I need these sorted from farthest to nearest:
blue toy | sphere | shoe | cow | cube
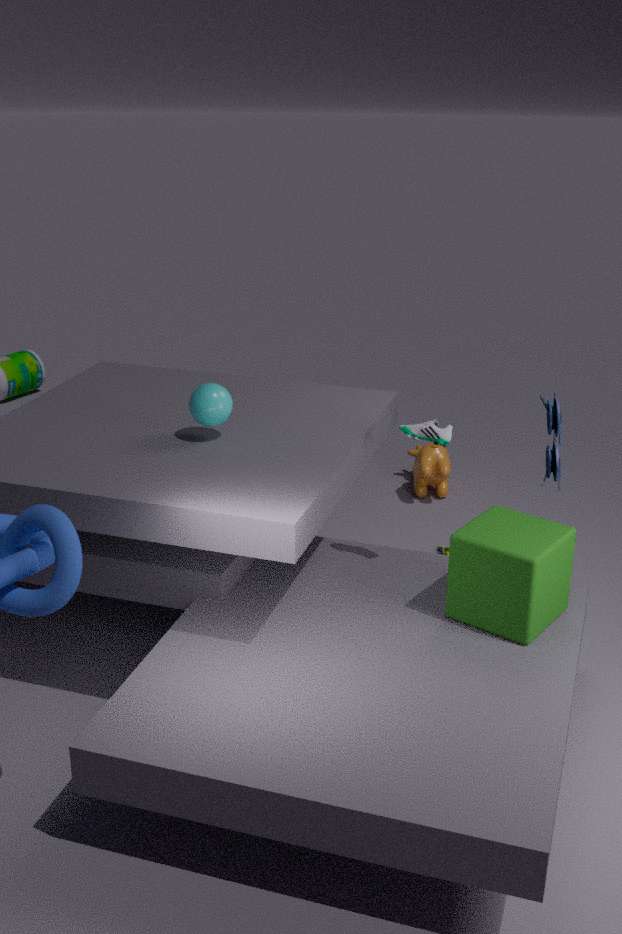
cow < sphere < shoe < blue toy < cube
